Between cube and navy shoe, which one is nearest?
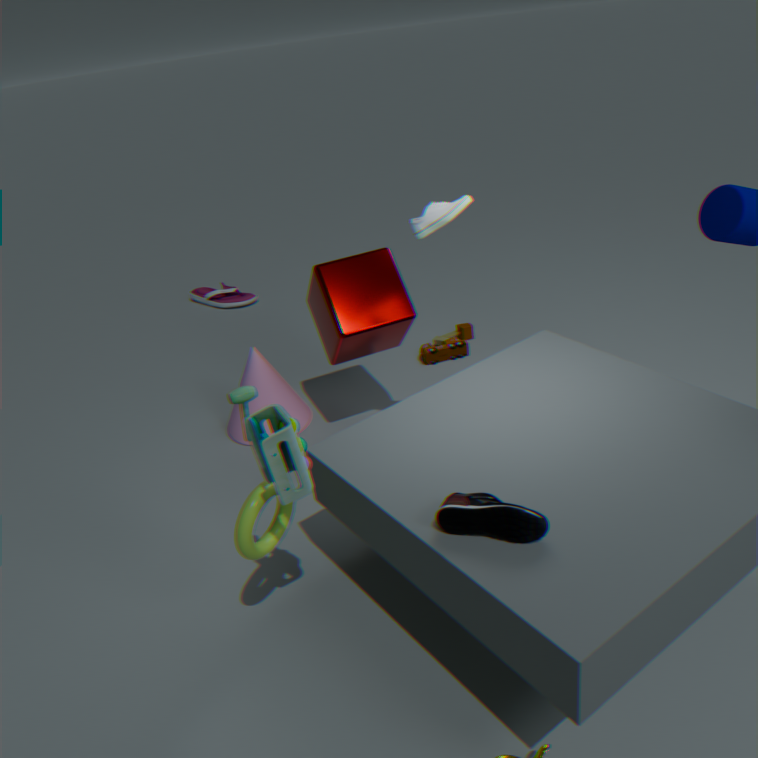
navy shoe
